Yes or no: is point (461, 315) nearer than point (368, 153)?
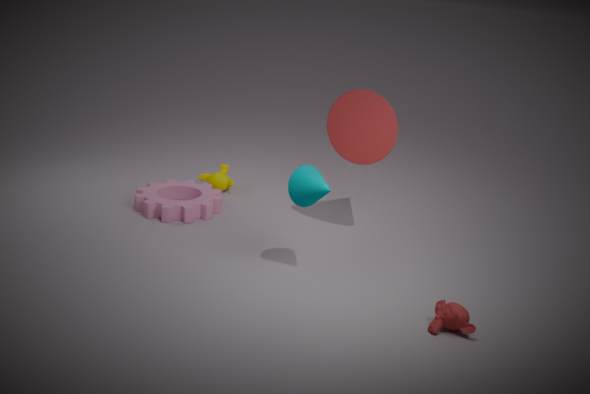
Yes
